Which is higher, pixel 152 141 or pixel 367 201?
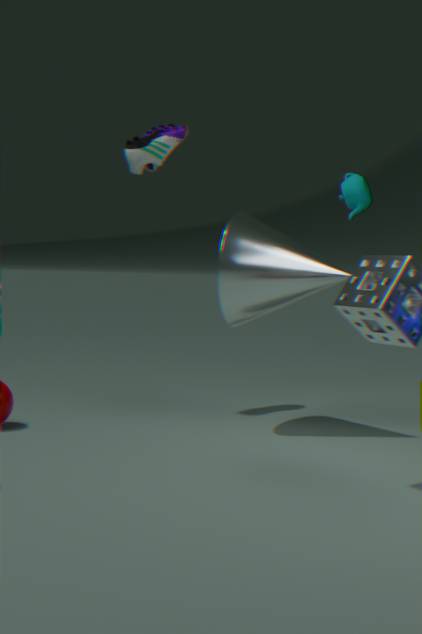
pixel 152 141
